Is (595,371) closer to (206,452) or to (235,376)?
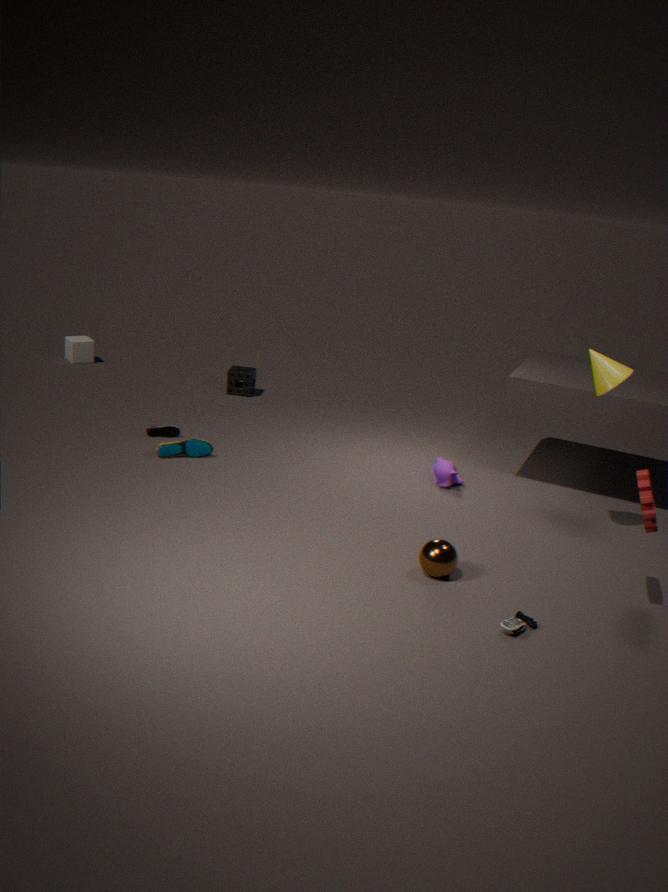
(206,452)
